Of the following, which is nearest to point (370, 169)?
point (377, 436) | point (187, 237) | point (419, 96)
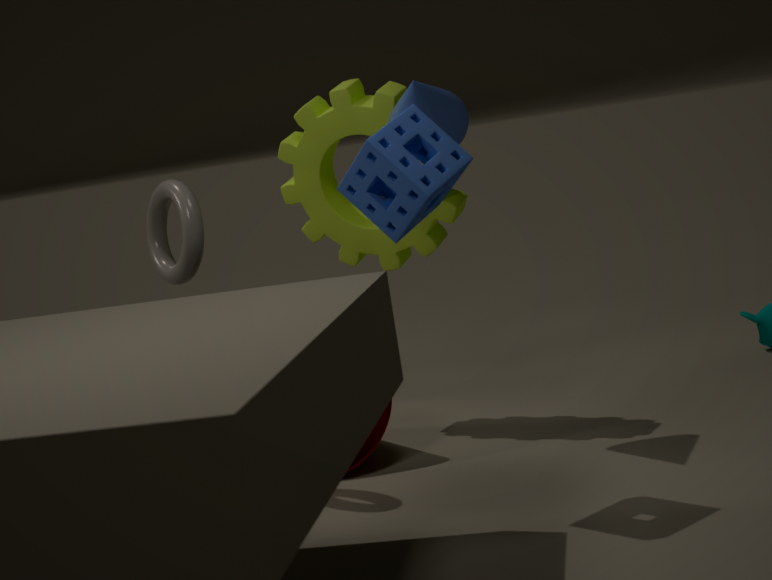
point (419, 96)
